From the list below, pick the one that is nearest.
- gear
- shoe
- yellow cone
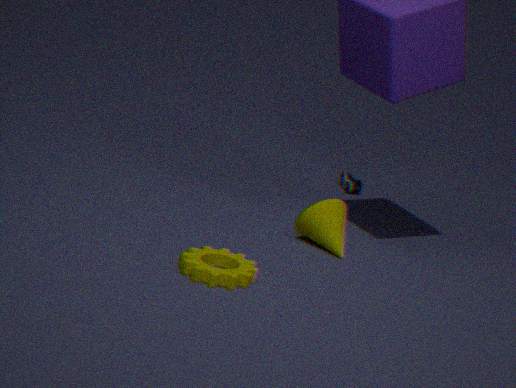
gear
